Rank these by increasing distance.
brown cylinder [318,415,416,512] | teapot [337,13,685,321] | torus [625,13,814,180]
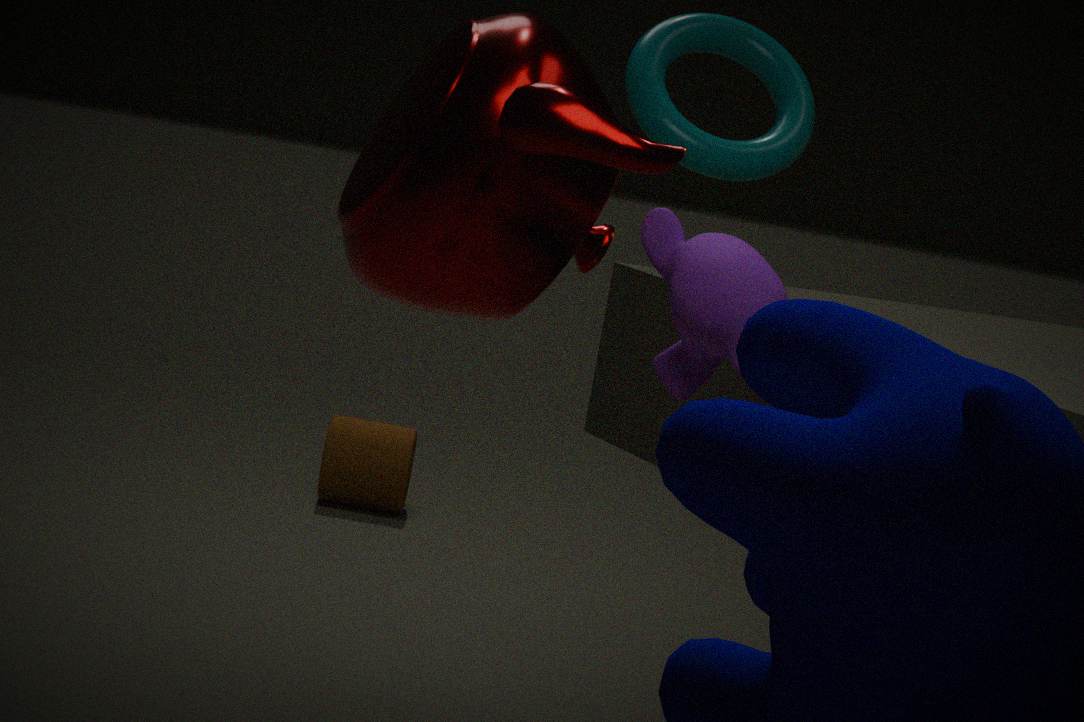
teapot [337,13,685,321], torus [625,13,814,180], brown cylinder [318,415,416,512]
